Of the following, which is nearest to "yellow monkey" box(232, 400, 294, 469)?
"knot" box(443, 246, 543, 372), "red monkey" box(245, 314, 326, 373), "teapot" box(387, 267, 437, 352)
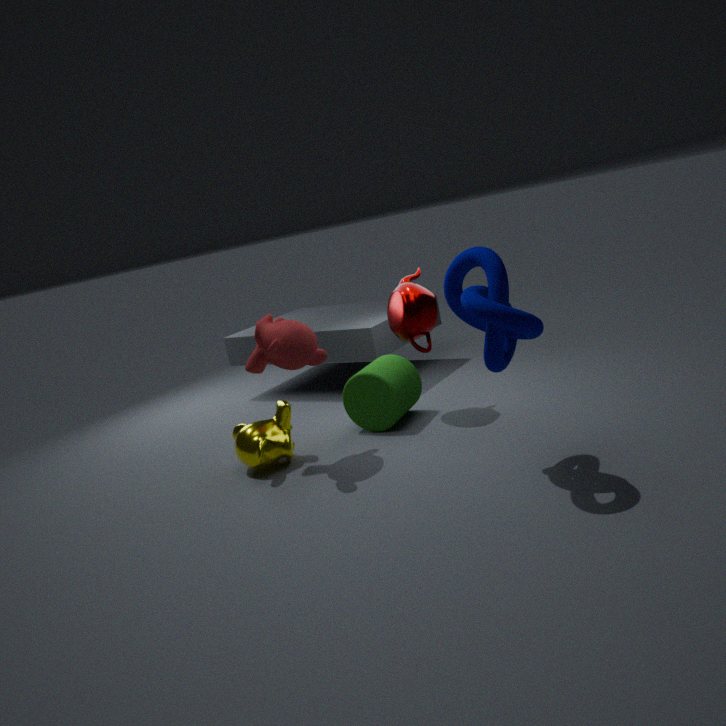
"red monkey" box(245, 314, 326, 373)
